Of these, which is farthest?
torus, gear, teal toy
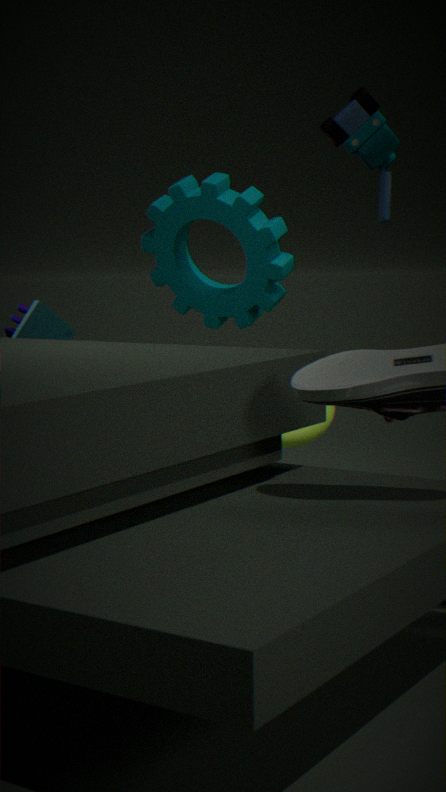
gear
